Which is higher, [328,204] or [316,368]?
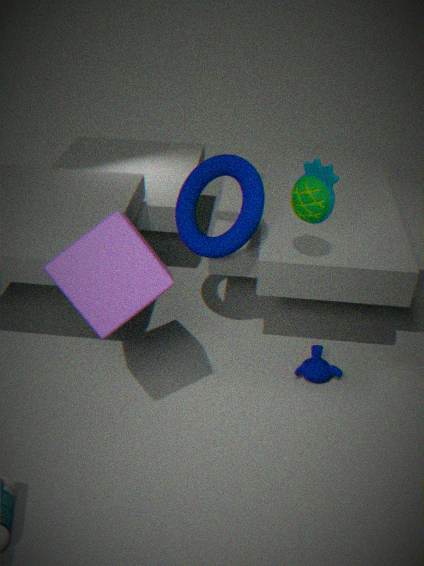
[328,204]
